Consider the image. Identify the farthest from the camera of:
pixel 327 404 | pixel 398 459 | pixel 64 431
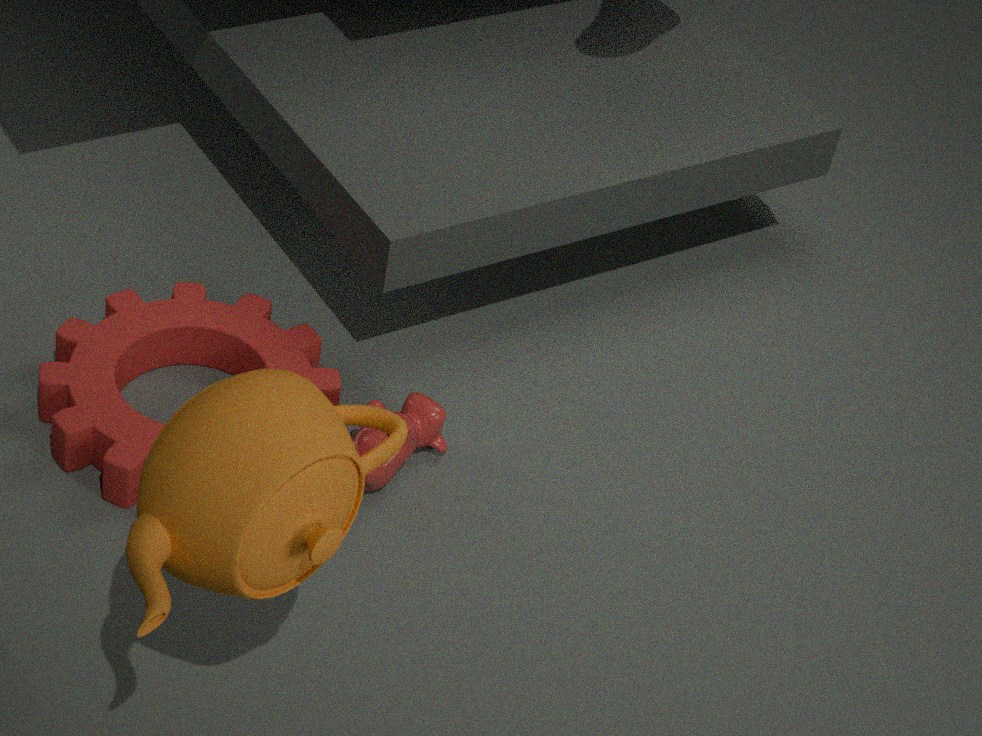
pixel 398 459
